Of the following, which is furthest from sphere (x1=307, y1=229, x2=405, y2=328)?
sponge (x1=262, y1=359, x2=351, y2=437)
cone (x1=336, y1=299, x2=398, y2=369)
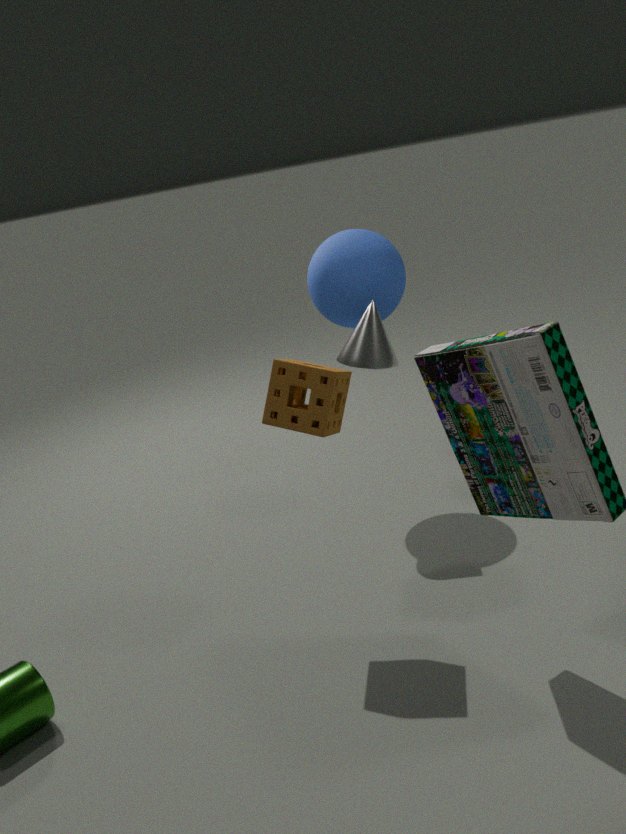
sponge (x1=262, y1=359, x2=351, y2=437)
